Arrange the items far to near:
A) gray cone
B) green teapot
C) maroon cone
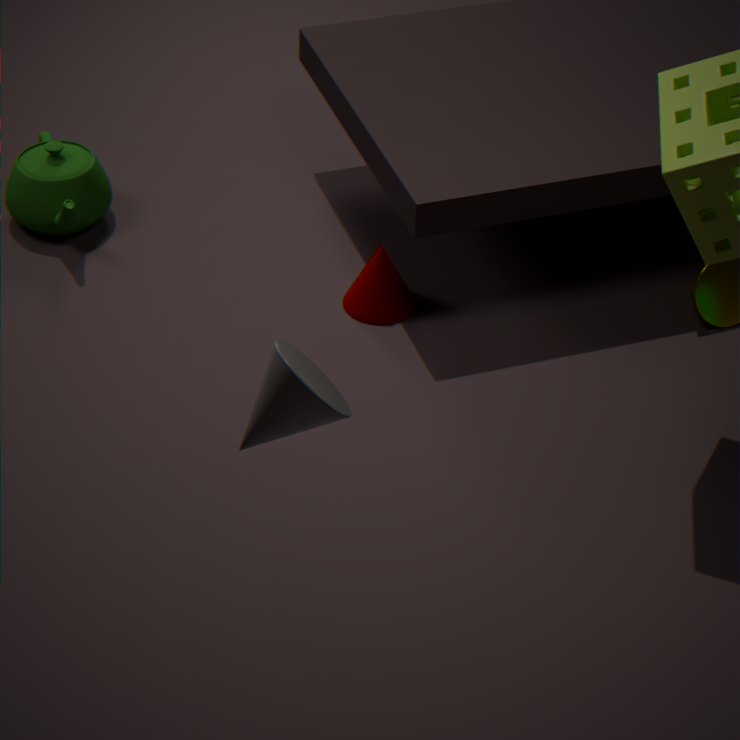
green teapot → maroon cone → gray cone
